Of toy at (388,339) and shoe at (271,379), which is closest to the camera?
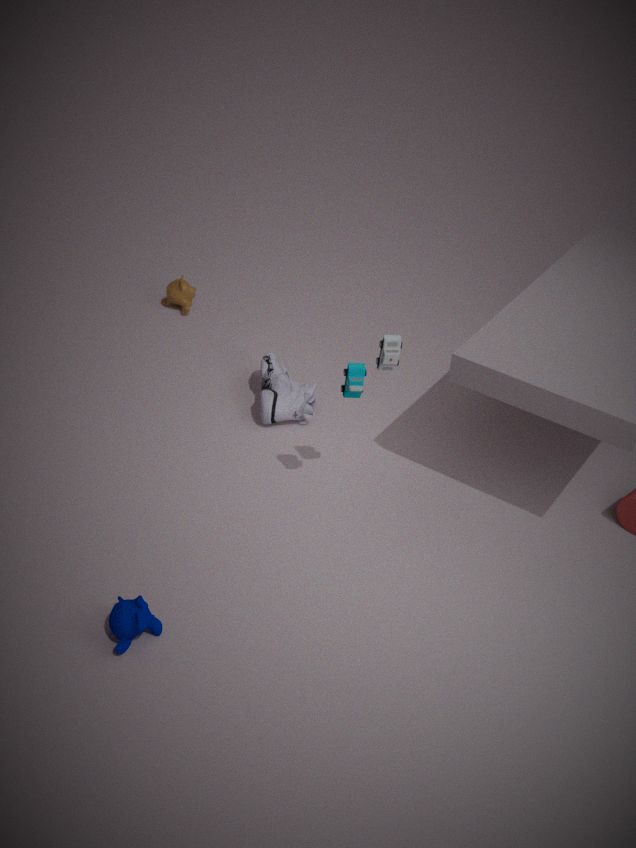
toy at (388,339)
